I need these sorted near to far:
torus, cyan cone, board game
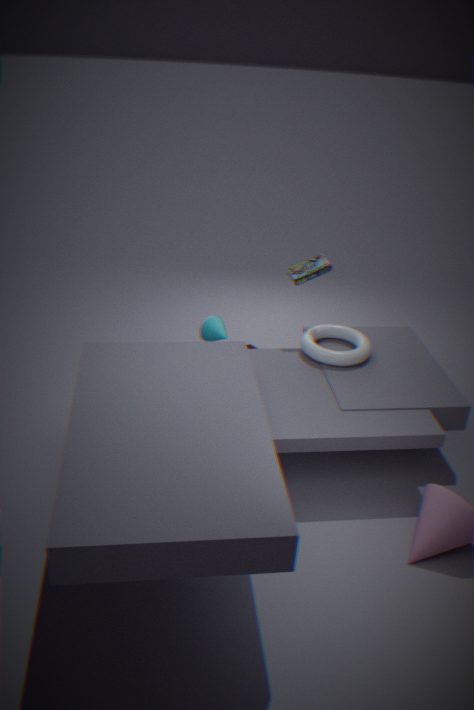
torus
board game
cyan cone
